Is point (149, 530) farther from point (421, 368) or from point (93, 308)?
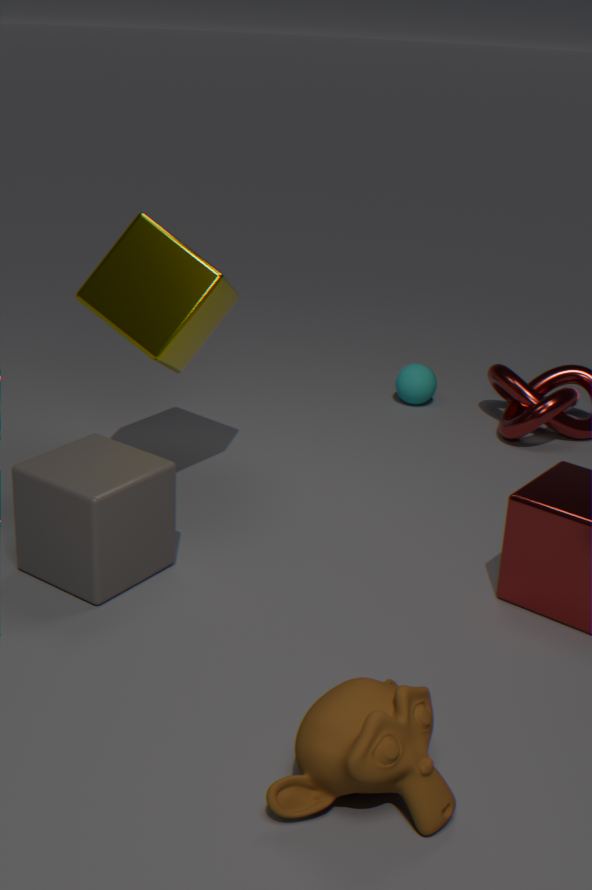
point (421, 368)
